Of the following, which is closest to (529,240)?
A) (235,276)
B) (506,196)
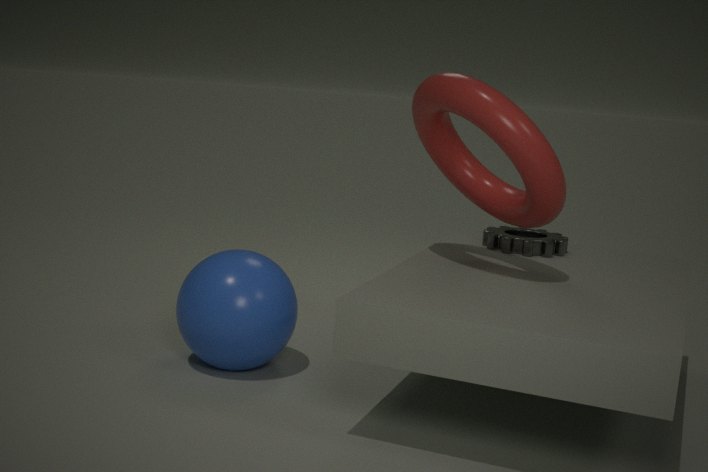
(506,196)
